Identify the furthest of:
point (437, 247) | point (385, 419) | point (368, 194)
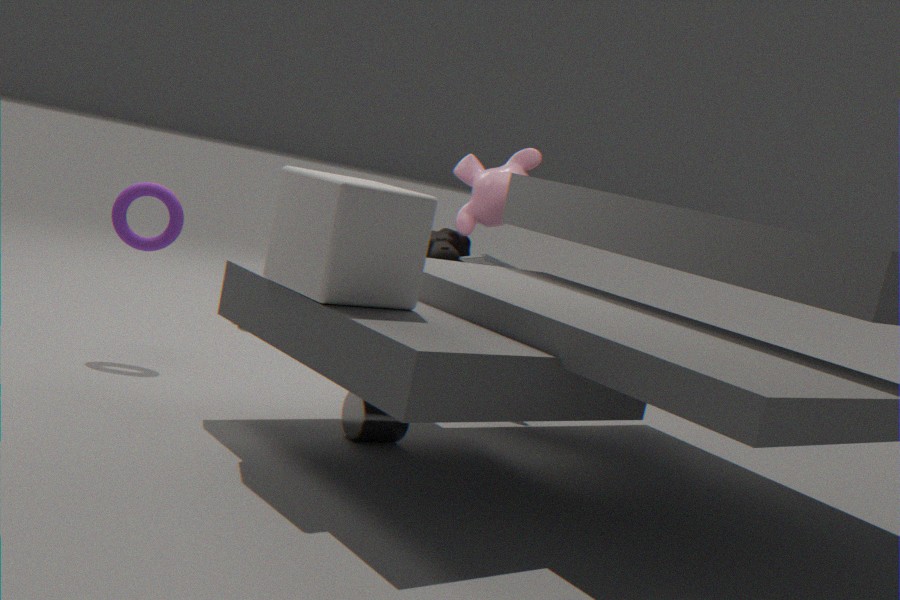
point (437, 247)
